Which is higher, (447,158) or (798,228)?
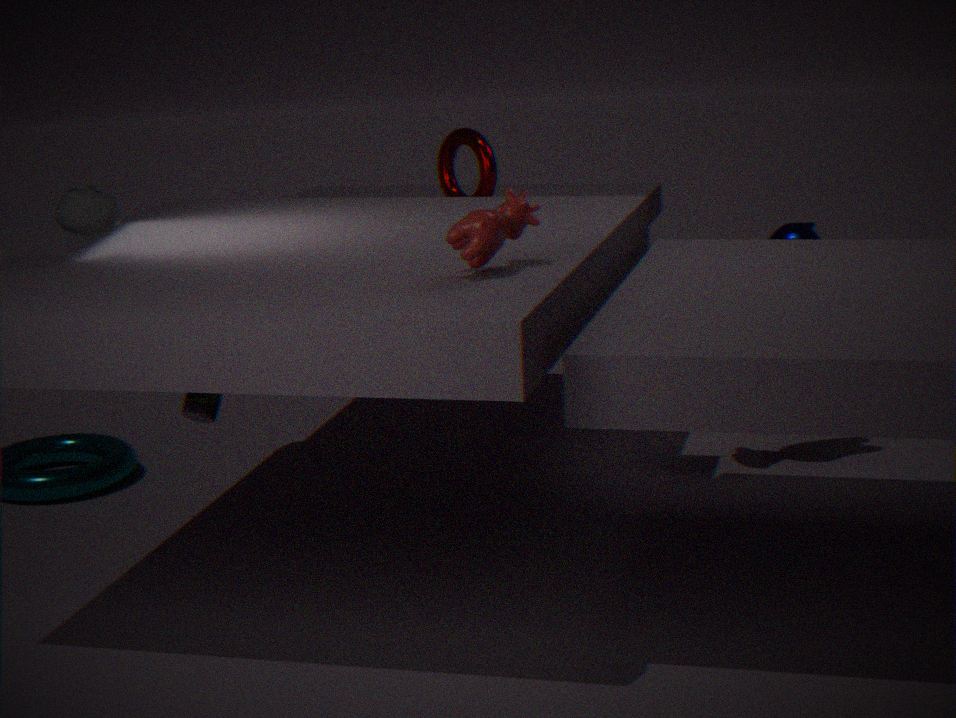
(447,158)
